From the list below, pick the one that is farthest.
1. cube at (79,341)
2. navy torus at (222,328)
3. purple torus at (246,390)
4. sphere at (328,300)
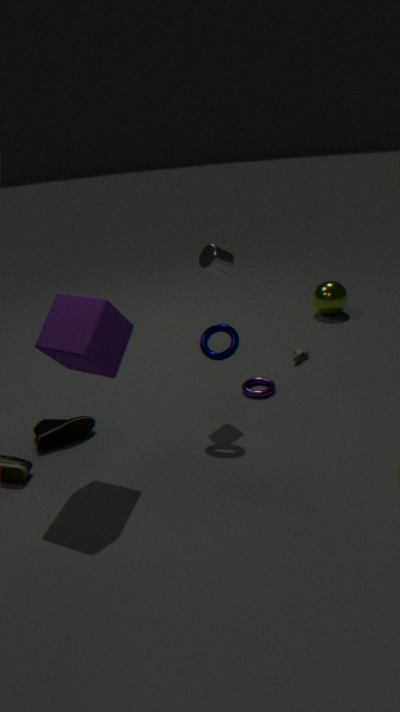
sphere at (328,300)
